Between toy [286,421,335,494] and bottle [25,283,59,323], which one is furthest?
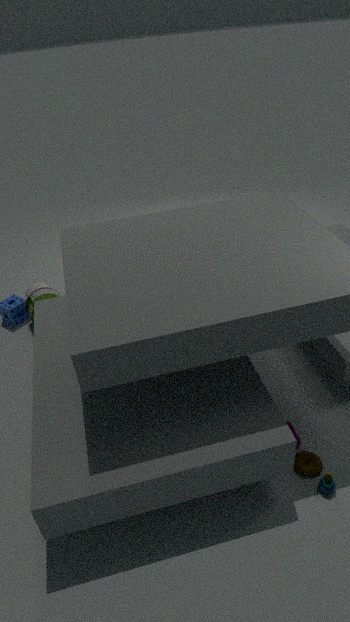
bottle [25,283,59,323]
